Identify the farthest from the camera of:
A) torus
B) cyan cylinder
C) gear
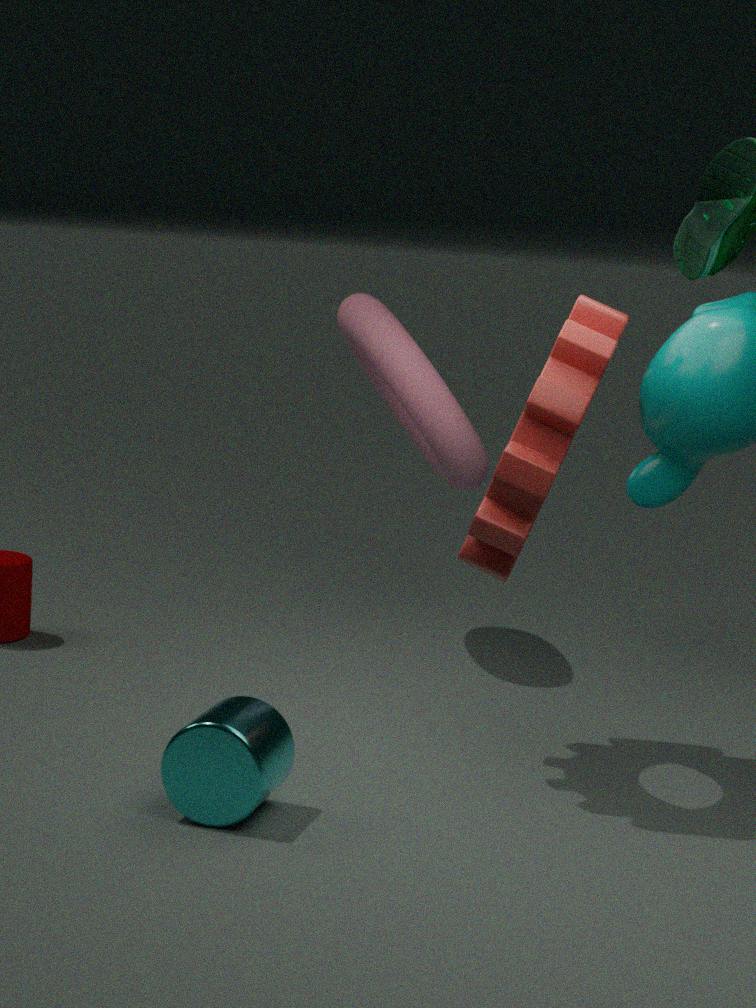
torus
